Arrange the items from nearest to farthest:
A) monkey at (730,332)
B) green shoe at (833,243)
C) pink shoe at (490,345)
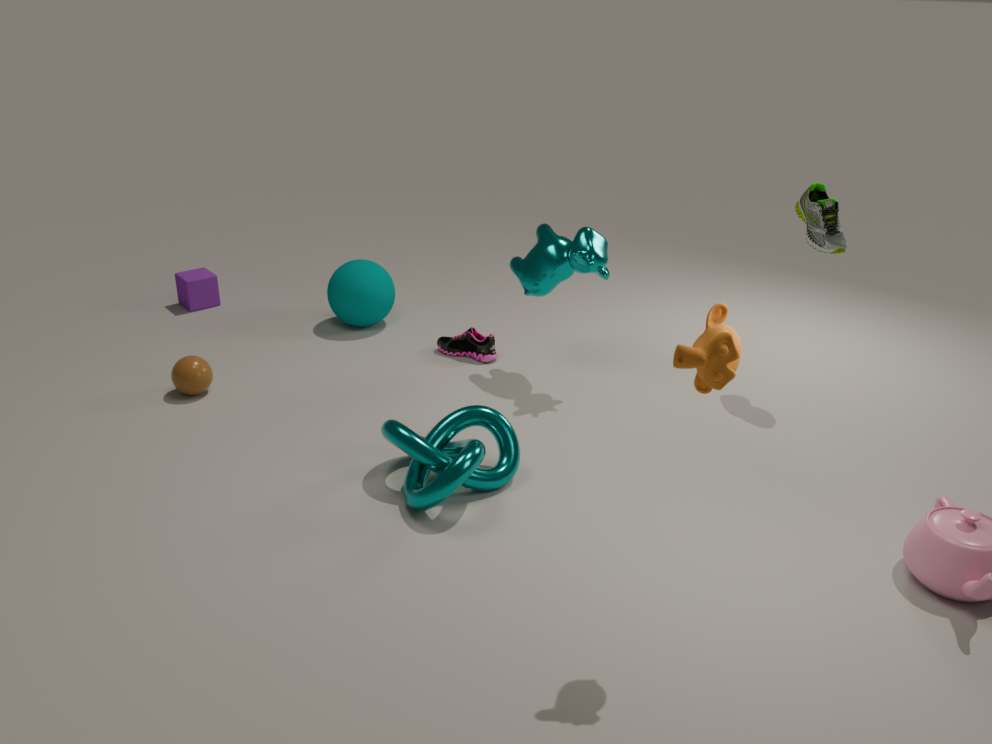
monkey at (730,332), green shoe at (833,243), pink shoe at (490,345)
